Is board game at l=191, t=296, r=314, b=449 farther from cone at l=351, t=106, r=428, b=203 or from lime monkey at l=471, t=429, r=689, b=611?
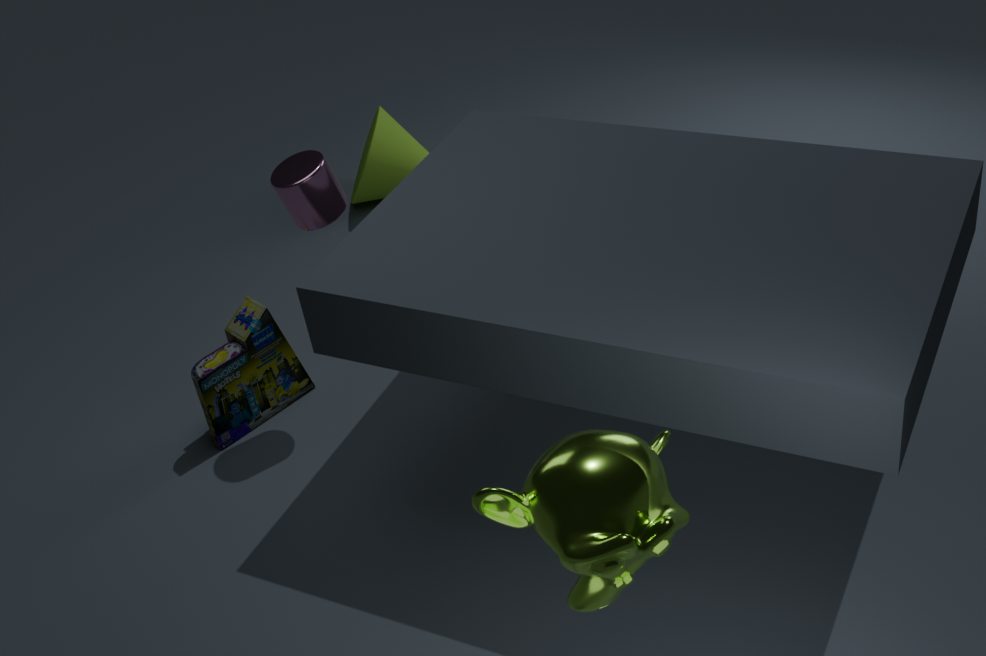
lime monkey at l=471, t=429, r=689, b=611
